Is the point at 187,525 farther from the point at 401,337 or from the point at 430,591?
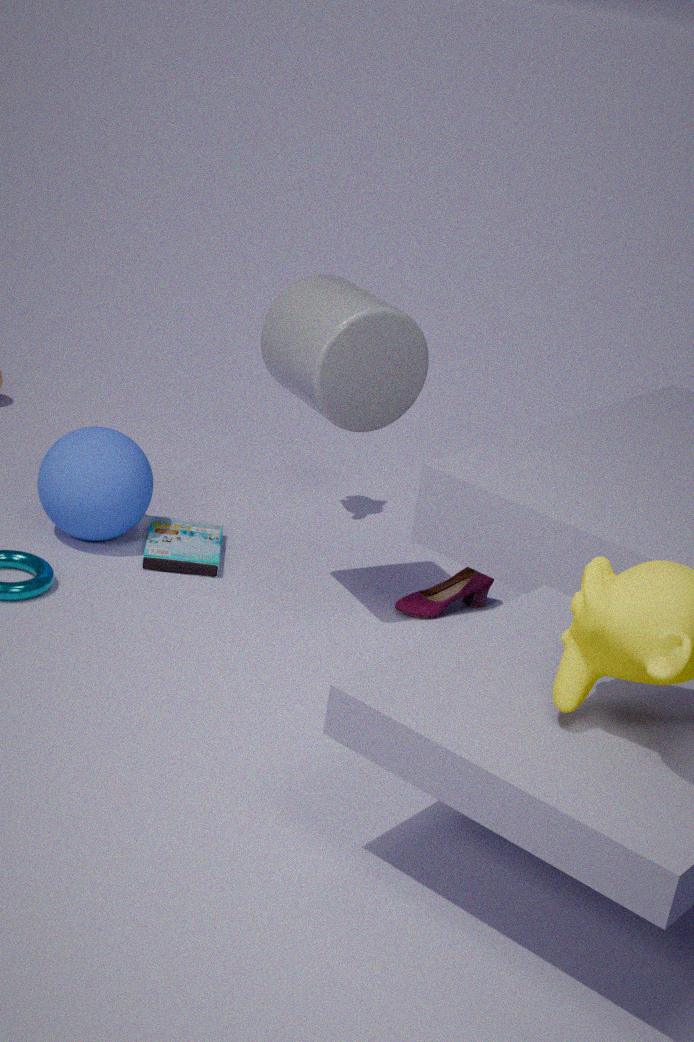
the point at 401,337
